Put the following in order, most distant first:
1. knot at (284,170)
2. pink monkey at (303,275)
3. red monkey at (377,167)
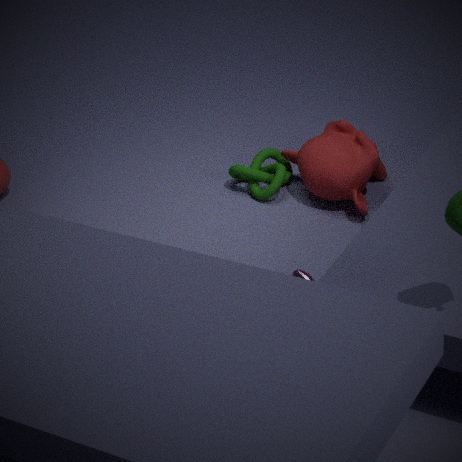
knot at (284,170)
red monkey at (377,167)
pink monkey at (303,275)
